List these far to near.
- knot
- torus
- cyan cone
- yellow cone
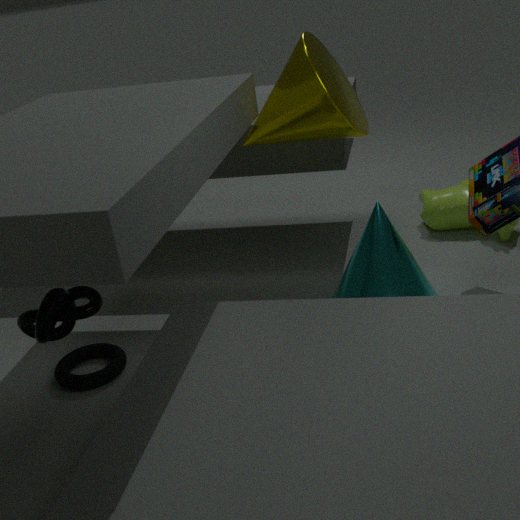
cyan cone < torus < yellow cone < knot
